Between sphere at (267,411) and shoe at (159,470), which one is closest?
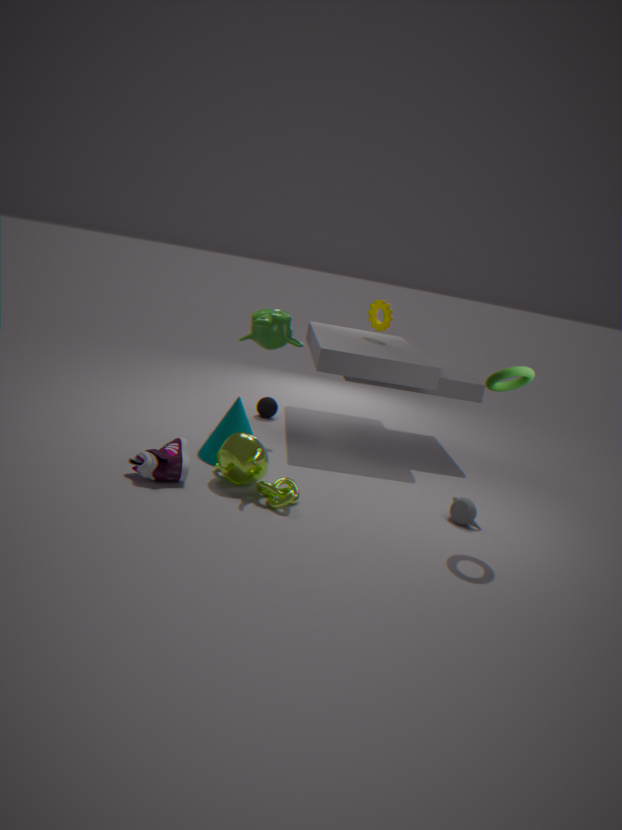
shoe at (159,470)
